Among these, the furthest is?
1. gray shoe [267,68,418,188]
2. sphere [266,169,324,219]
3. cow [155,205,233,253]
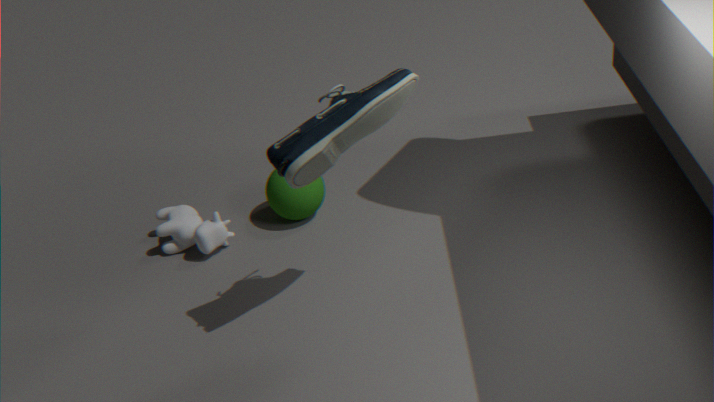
sphere [266,169,324,219]
